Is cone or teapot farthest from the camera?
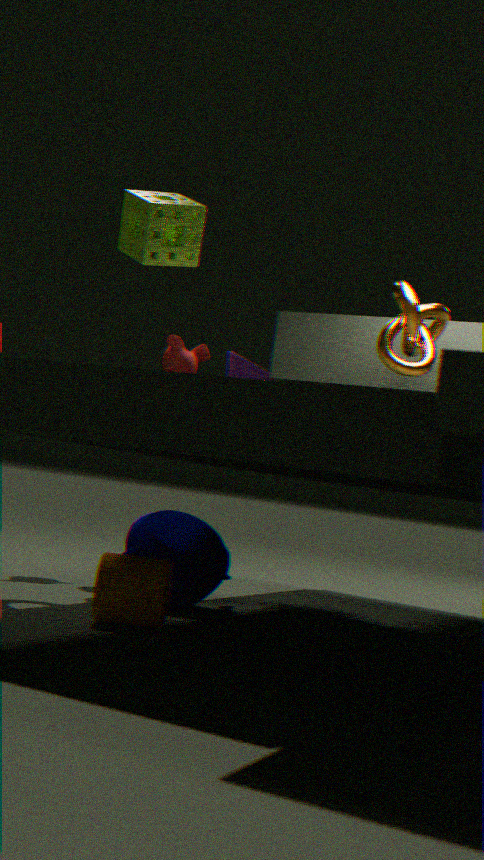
cone
